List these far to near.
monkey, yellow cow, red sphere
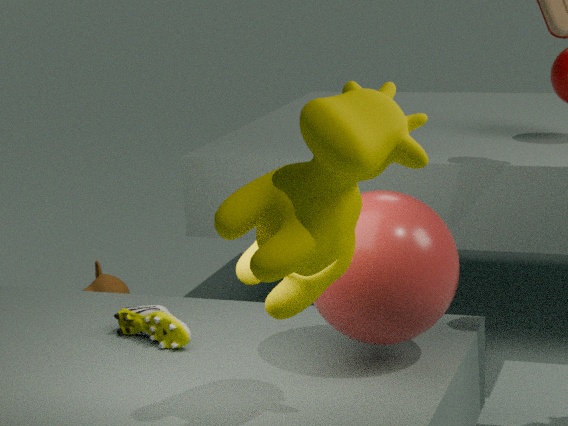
monkey < red sphere < yellow cow
